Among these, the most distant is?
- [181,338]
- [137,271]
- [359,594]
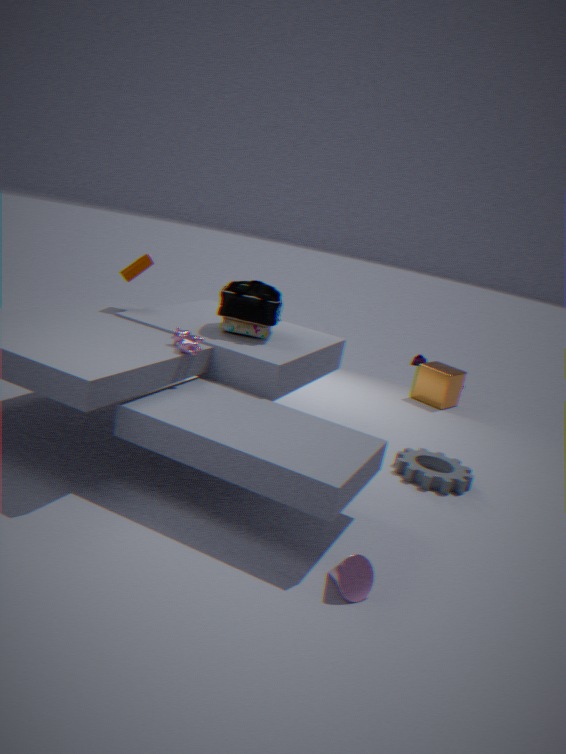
[137,271]
